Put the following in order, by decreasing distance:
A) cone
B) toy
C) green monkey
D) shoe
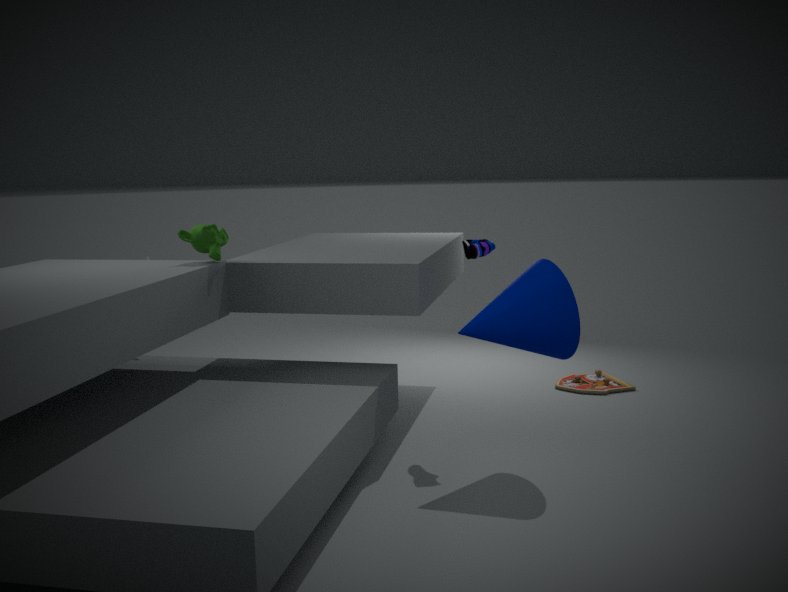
1. toy
2. green monkey
3. shoe
4. cone
